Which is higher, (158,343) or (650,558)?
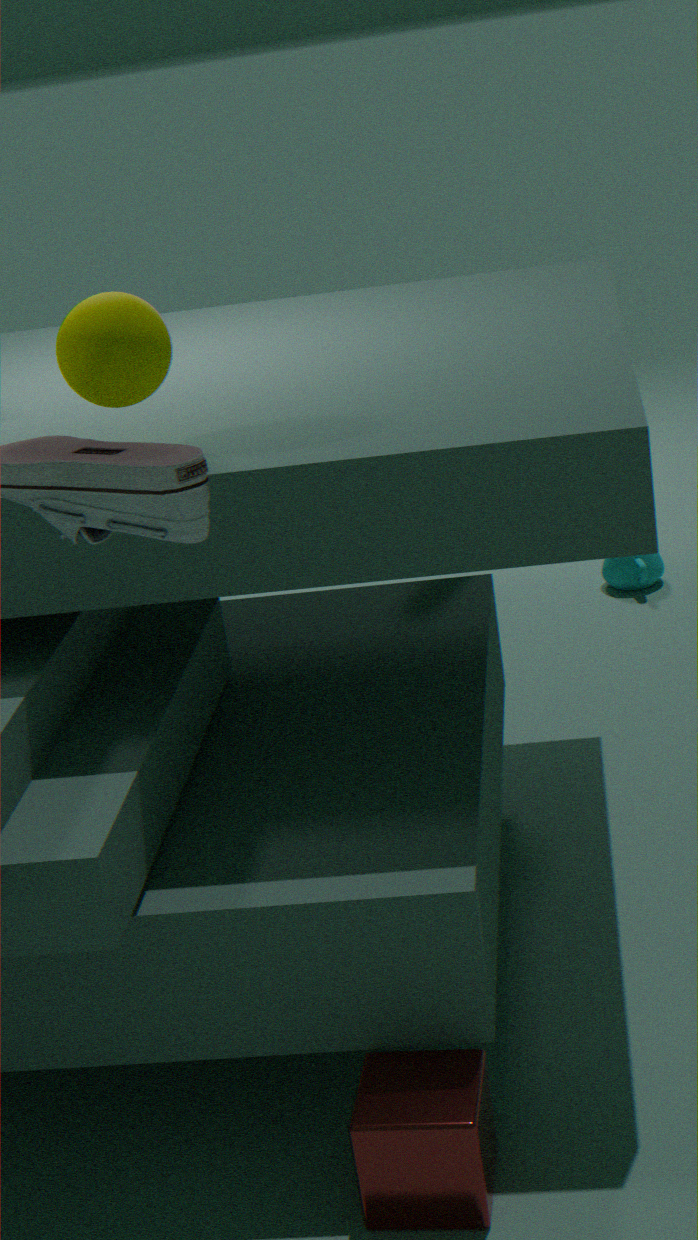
(158,343)
